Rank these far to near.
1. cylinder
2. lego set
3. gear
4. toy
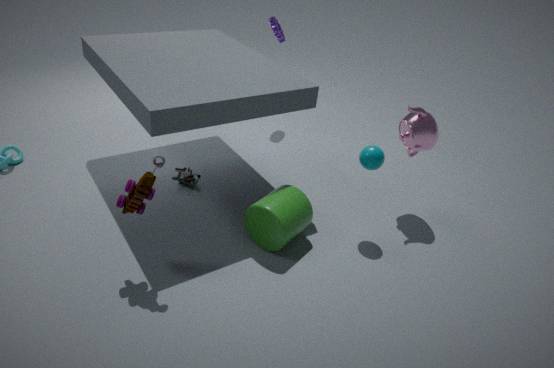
gear
lego set
cylinder
toy
